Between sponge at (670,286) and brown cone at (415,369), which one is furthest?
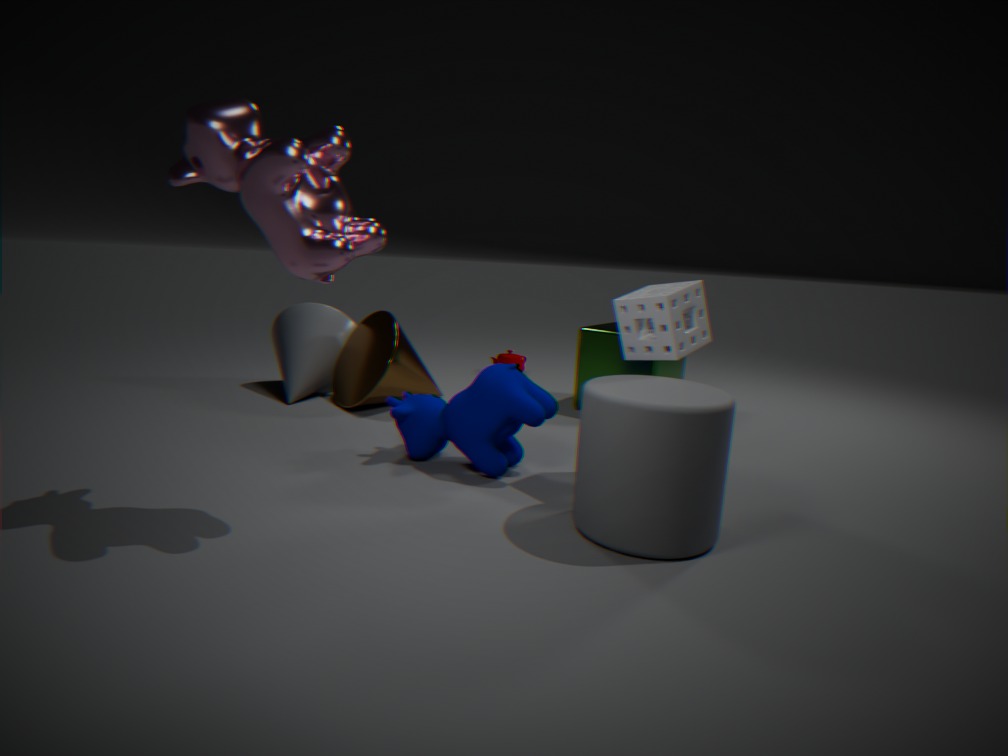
brown cone at (415,369)
